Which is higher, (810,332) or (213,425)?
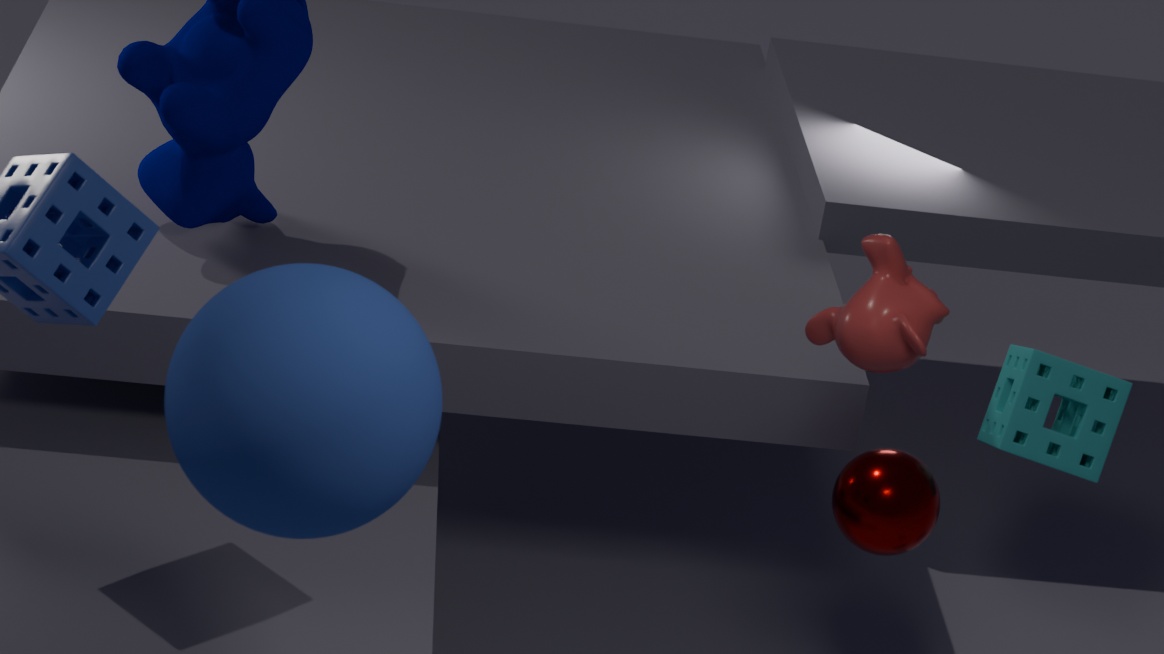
(810,332)
